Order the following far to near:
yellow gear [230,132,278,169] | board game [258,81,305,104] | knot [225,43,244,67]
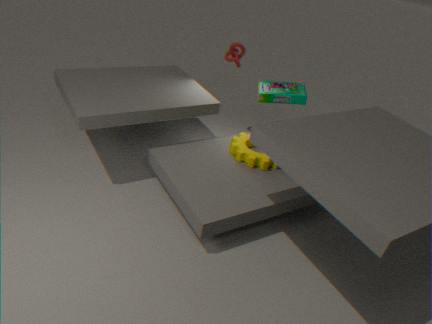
knot [225,43,244,67], board game [258,81,305,104], yellow gear [230,132,278,169]
